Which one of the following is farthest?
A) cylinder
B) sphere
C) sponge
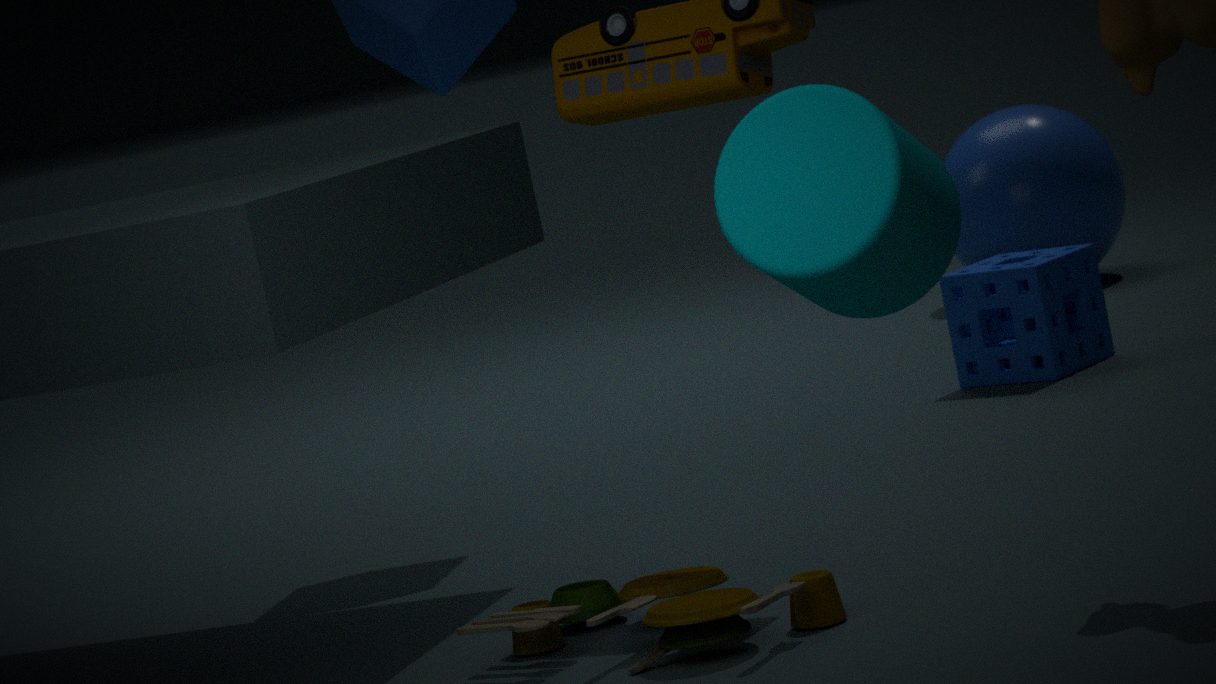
sphere
